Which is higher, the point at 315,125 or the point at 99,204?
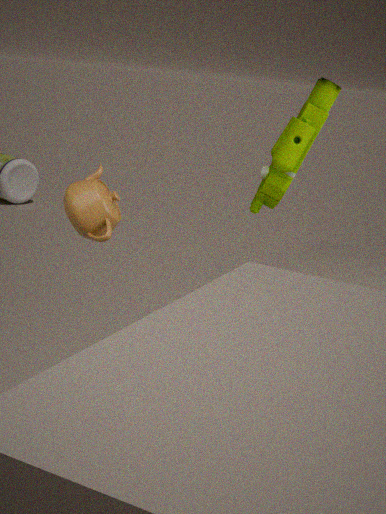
the point at 315,125
